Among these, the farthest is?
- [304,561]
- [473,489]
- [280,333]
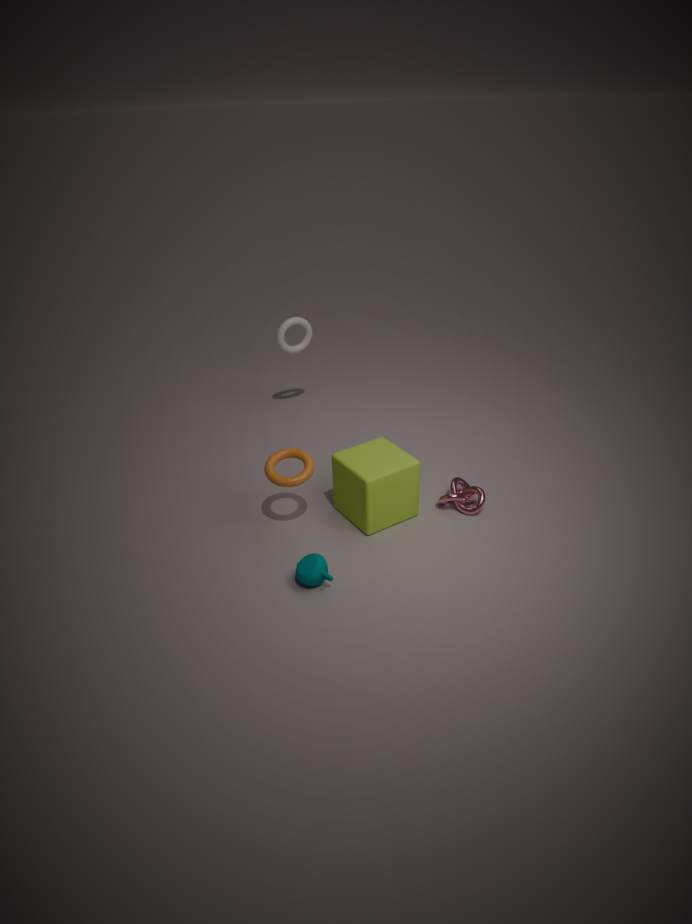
[280,333]
